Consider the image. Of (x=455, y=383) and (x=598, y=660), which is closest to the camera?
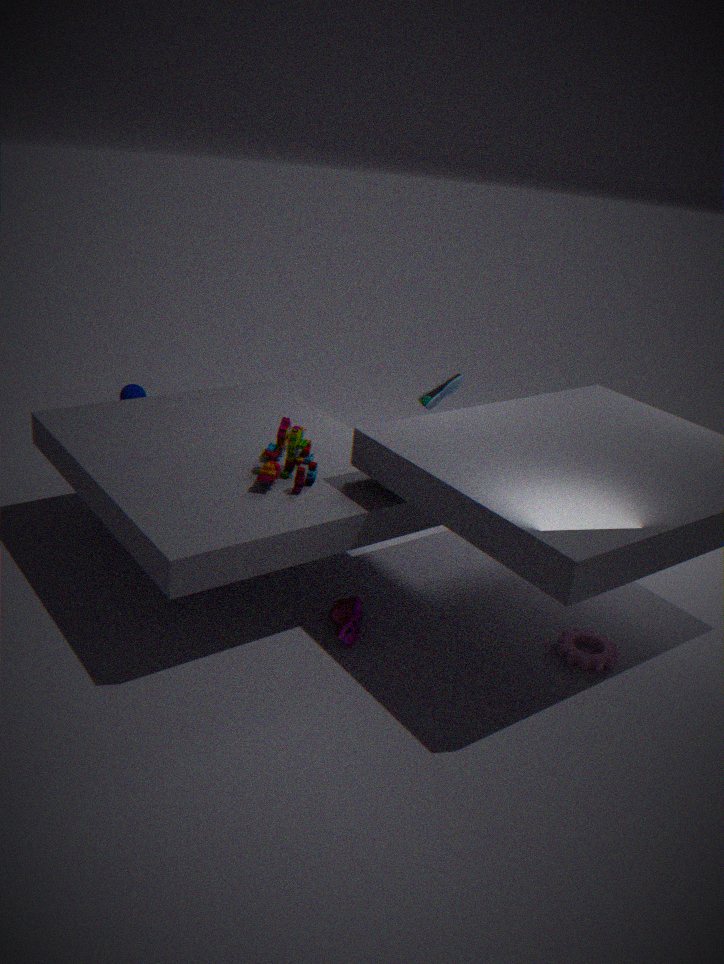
(x=598, y=660)
